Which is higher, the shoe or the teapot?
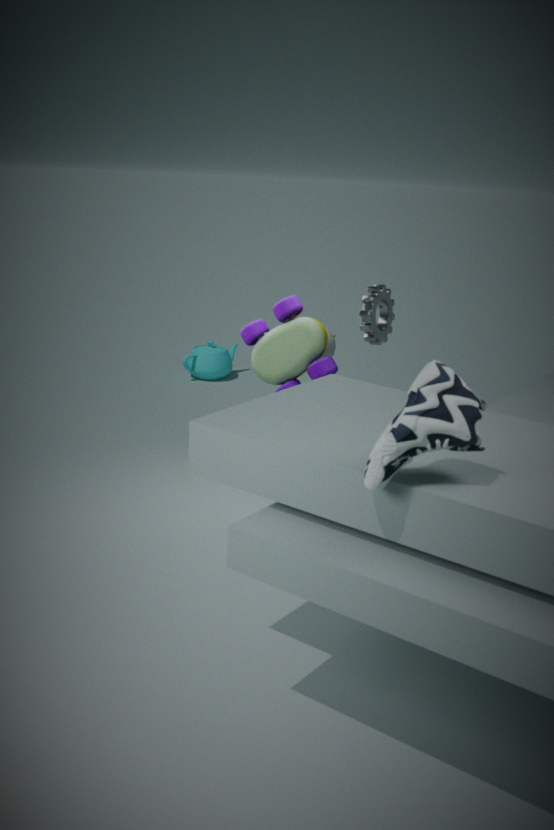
the shoe
